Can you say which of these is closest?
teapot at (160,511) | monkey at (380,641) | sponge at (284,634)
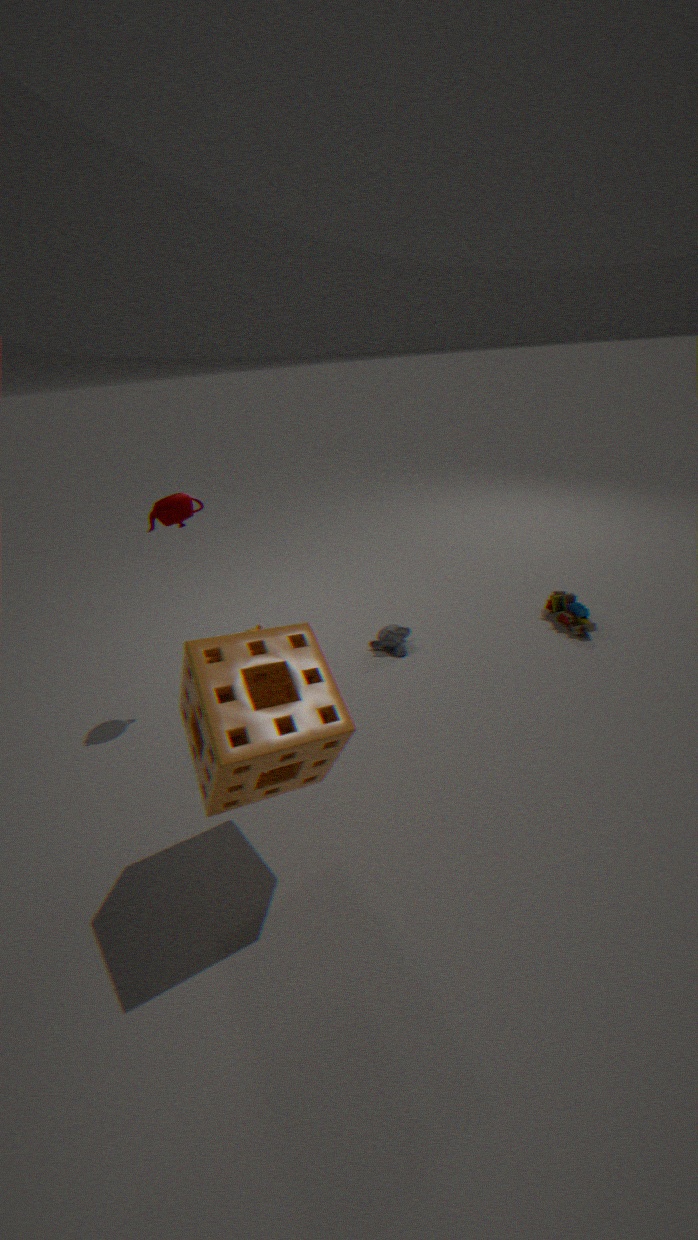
sponge at (284,634)
